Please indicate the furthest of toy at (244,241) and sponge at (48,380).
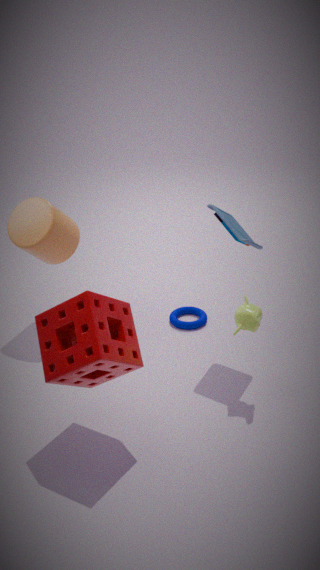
toy at (244,241)
